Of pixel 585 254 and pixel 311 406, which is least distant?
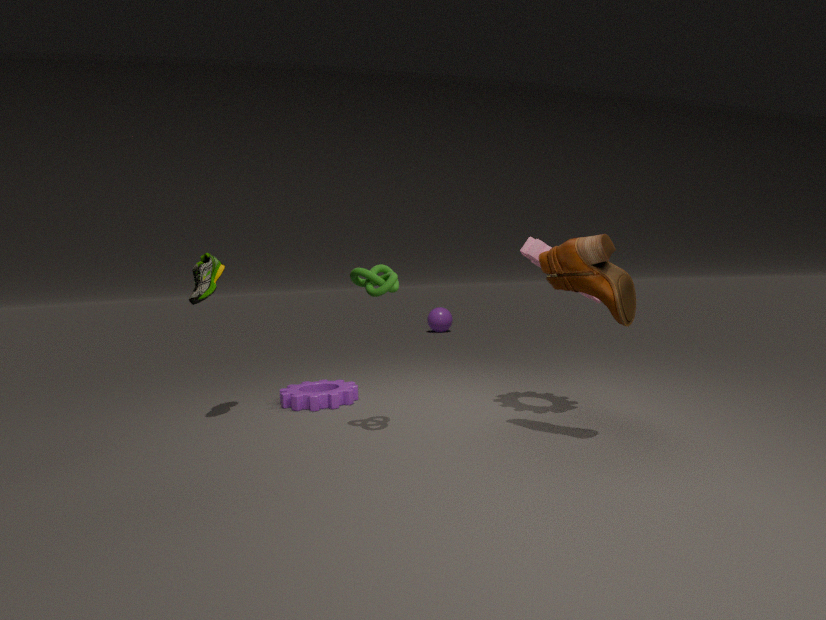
pixel 585 254
